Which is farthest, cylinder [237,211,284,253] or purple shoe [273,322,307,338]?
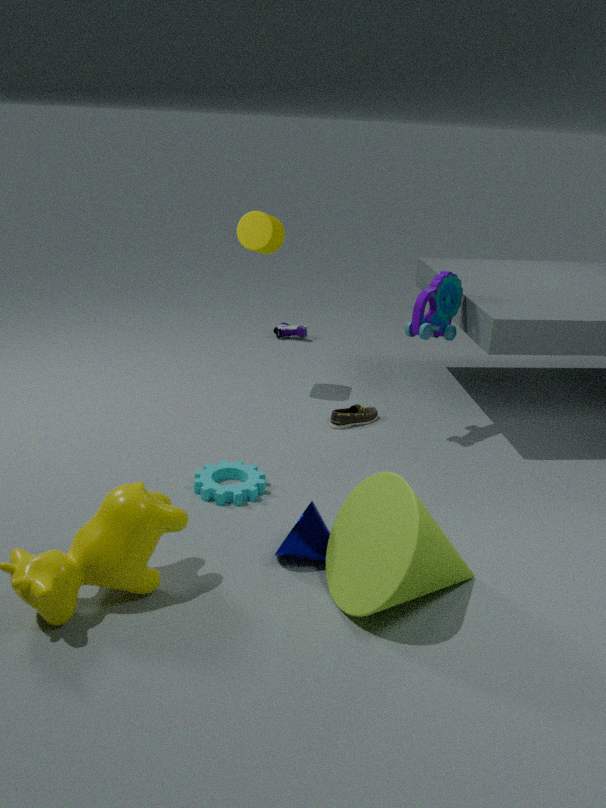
purple shoe [273,322,307,338]
